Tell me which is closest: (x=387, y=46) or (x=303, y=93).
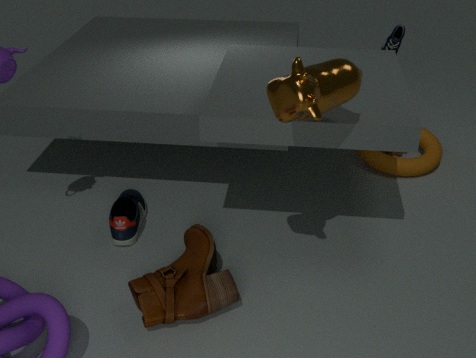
(x=303, y=93)
